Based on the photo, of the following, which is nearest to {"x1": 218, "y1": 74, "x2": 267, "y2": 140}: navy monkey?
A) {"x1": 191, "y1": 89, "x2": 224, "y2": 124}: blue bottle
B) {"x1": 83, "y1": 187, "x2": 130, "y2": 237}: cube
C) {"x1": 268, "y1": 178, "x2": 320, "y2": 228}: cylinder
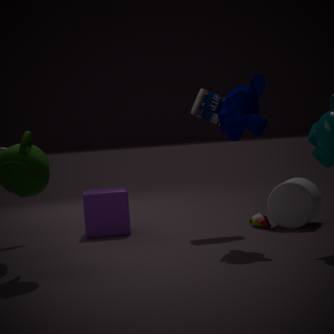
{"x1": 191, "y1": 89, "x2": 224, "y2": 124}: blue bottle
